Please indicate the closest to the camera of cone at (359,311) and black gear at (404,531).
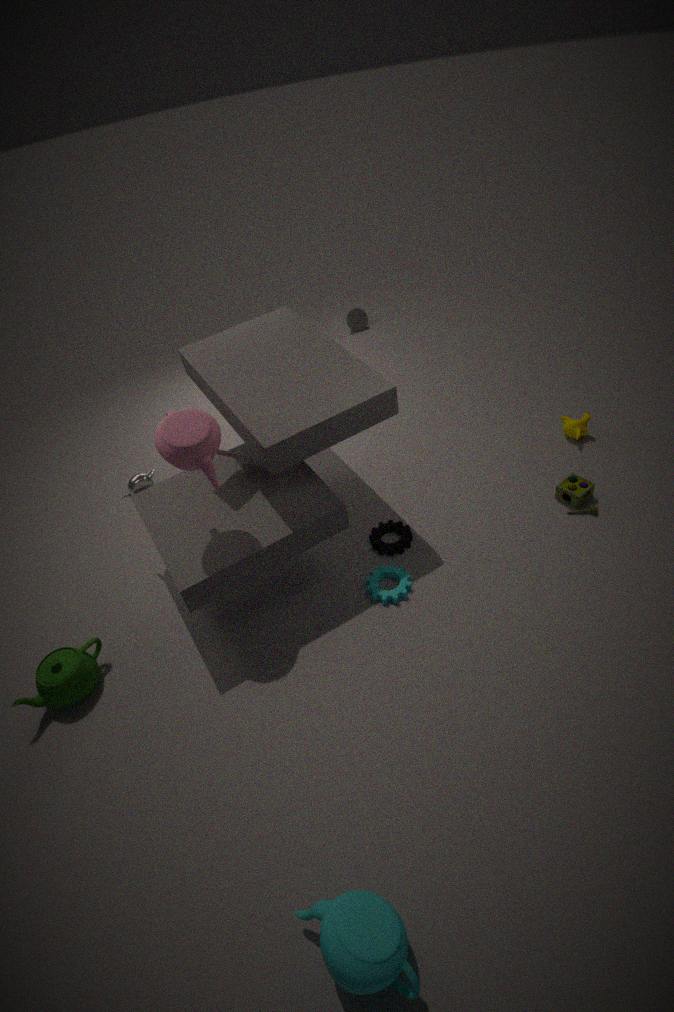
black gear at (404,531)
